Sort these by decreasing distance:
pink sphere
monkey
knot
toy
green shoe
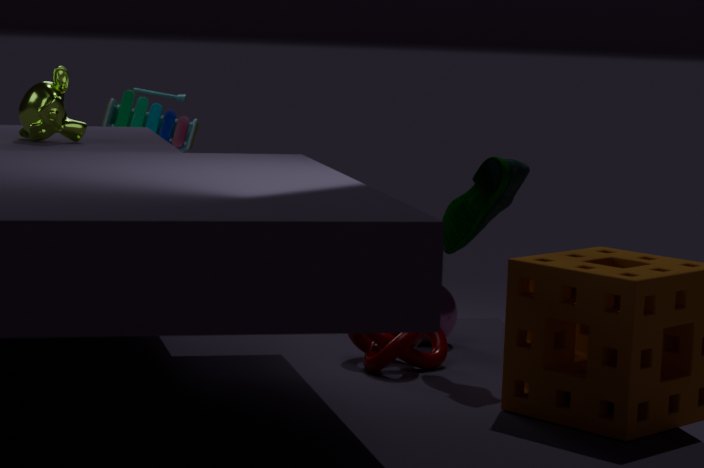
toy < monkey < pink sphere < knot < green shoe
